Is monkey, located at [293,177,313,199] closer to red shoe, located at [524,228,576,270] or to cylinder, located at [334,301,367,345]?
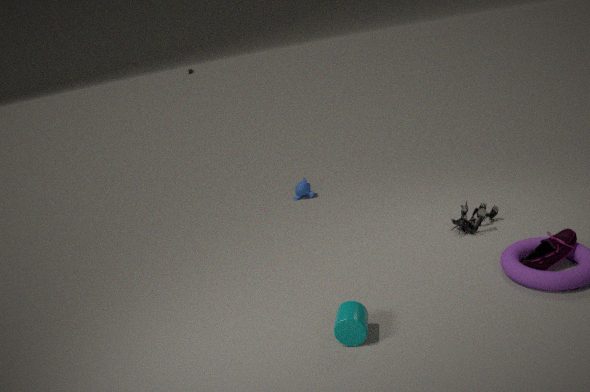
cylinder, located at [334,301,367,345]
